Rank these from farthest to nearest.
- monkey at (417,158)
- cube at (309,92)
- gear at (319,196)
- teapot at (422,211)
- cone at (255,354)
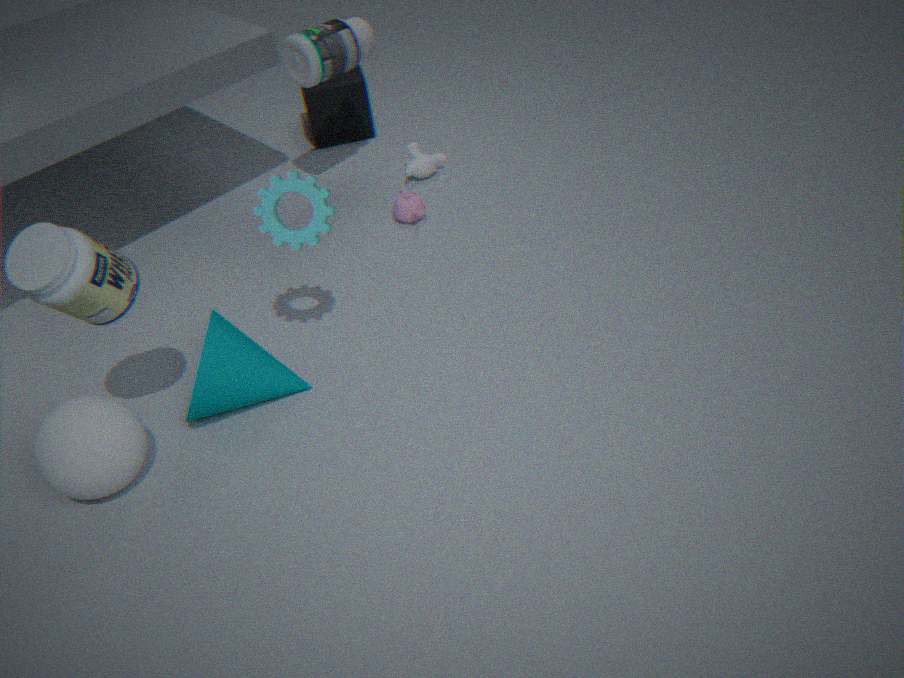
1. cube at (309,92)
2. monkey at (417,158)
3. teapot at (422,211)
4. cone at (255,354)
5. gear at (319,196)
